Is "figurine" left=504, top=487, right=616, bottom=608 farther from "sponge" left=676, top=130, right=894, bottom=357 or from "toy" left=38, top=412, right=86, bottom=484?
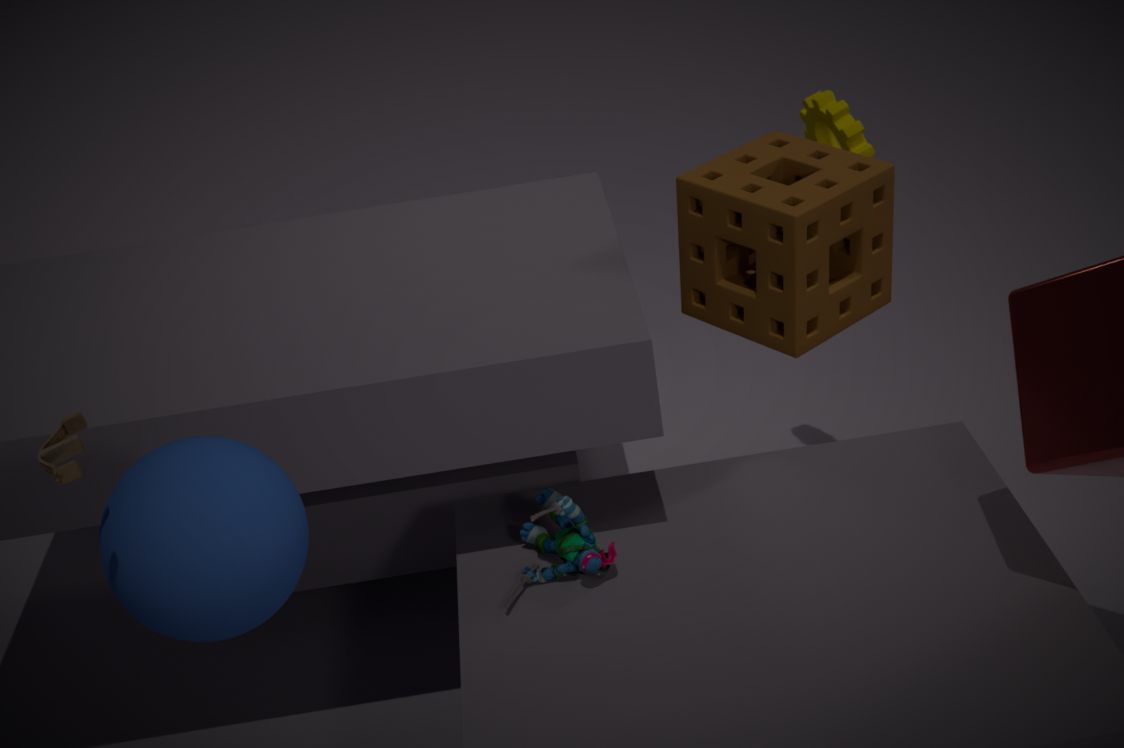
"toy" left=38, top=412, right=86, bottom=484
